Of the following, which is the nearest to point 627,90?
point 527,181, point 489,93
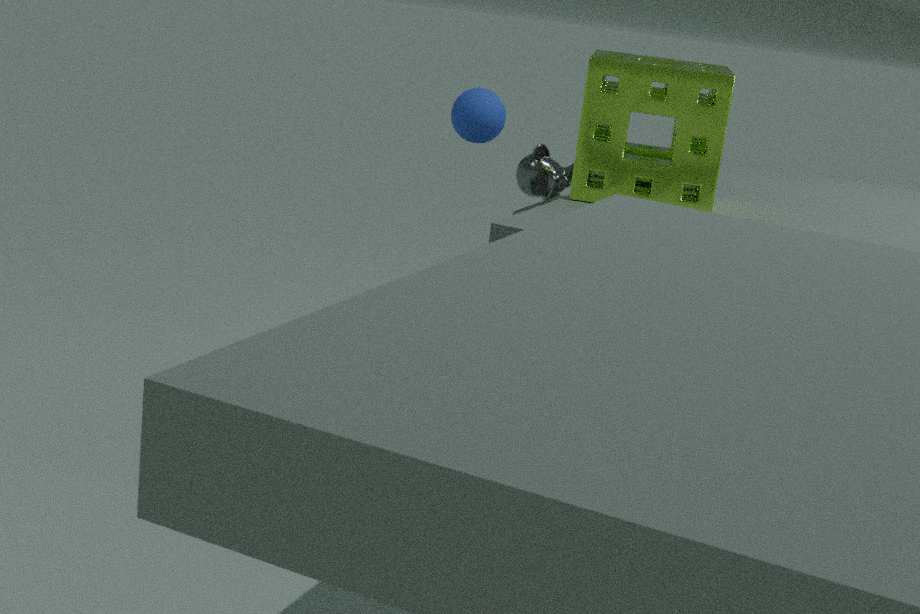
point 527,181
